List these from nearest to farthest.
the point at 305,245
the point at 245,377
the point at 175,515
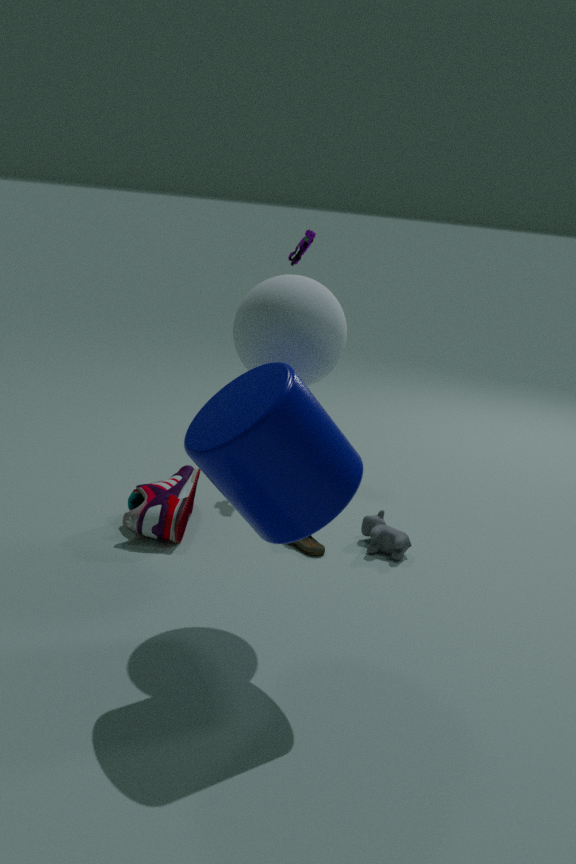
1. the point at 245,377
2. the point at 175,515
3. the point at 305,245
